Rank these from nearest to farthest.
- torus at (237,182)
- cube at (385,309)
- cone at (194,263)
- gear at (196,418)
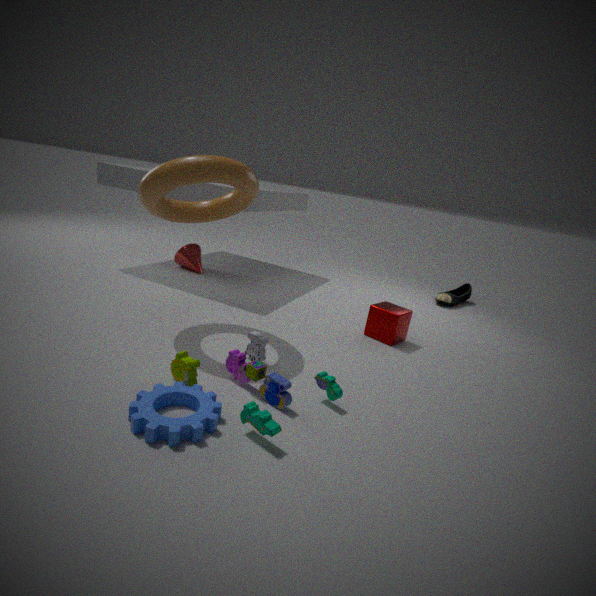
gear at (196,418) → torus at (237,182) → cube at (385,309) → cone at (194,263)
